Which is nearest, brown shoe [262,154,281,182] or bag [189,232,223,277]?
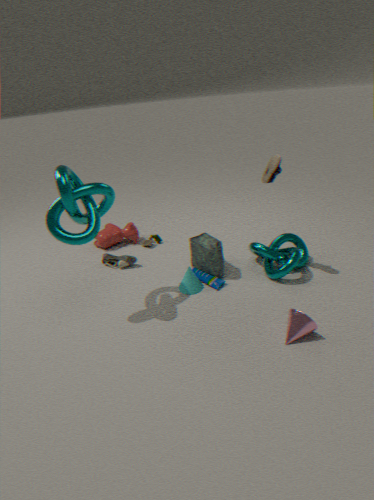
brown shoe [262,154,281,182]
